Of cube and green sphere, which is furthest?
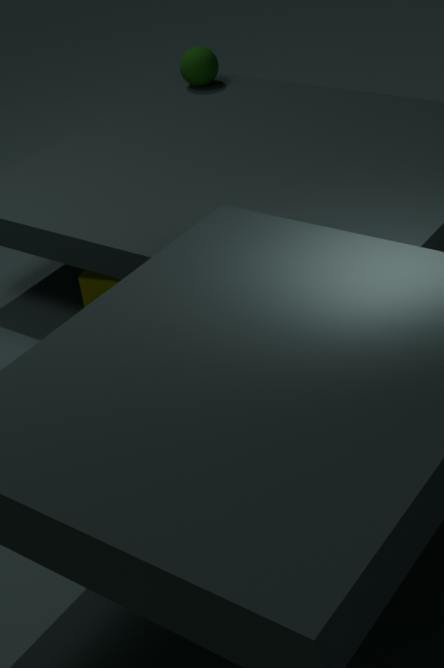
green sphere
